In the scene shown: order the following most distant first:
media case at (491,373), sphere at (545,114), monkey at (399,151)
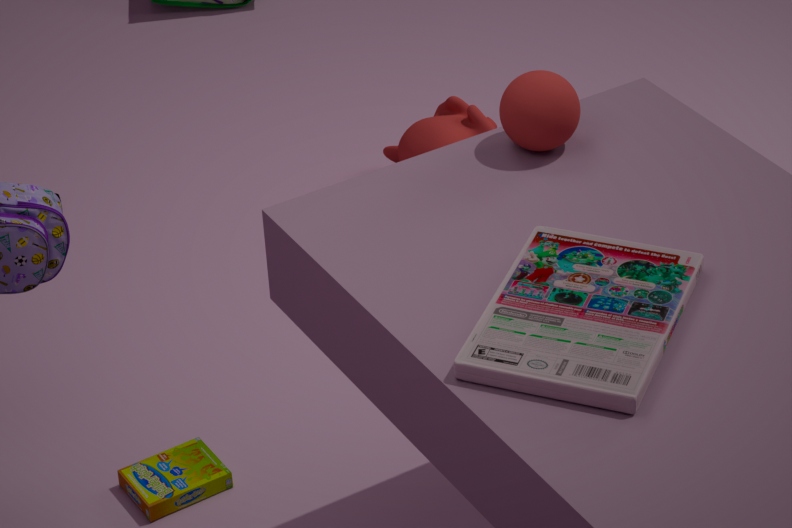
1. monkey at (399,151)
2. sphere at (545,114)
3. media case at (491,373)
